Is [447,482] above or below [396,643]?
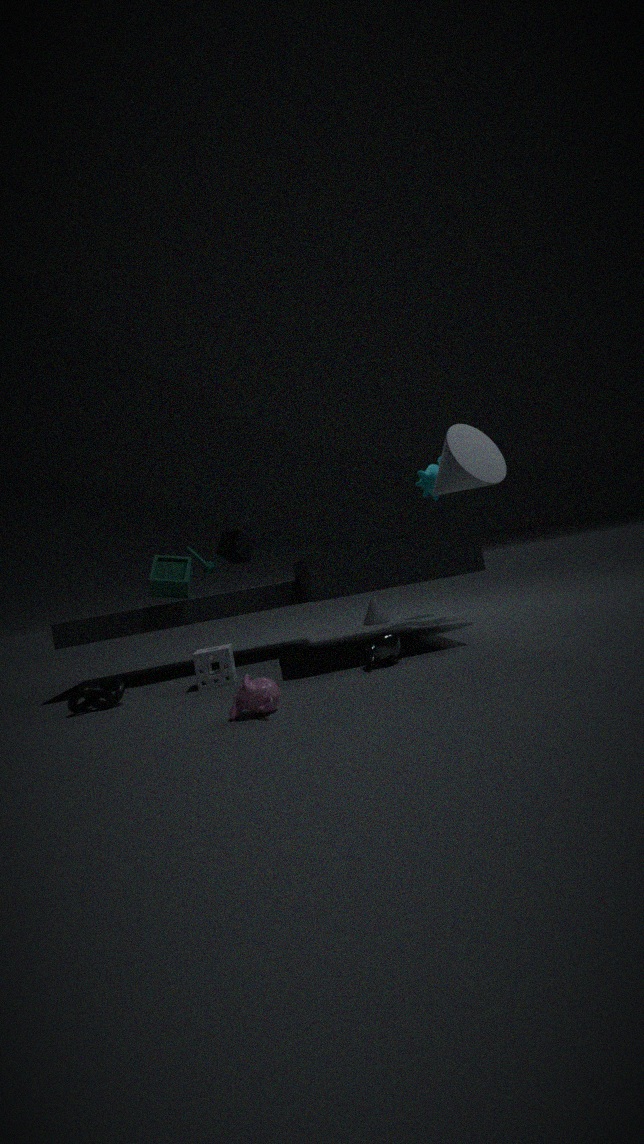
above
